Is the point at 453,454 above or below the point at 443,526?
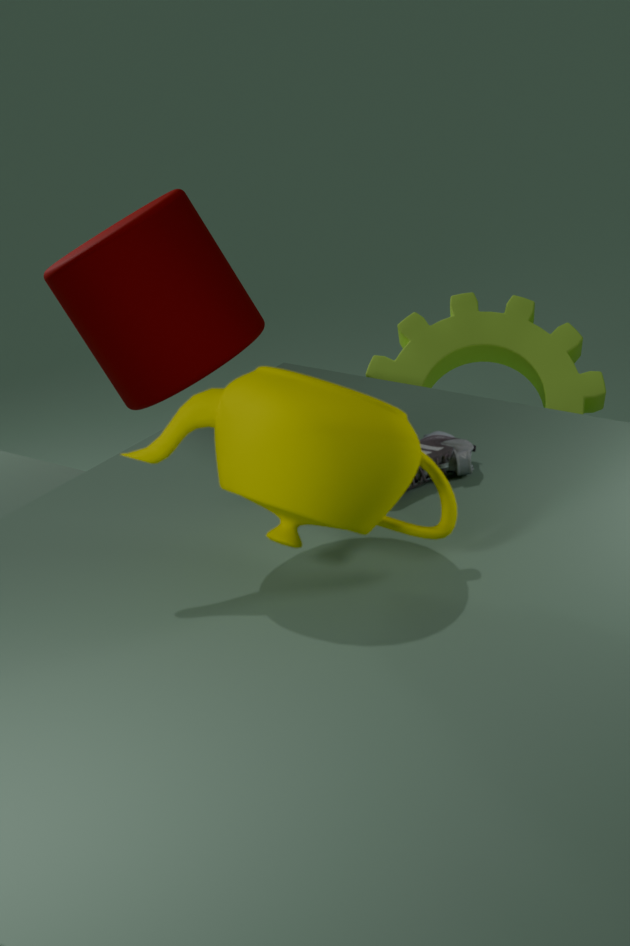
below
